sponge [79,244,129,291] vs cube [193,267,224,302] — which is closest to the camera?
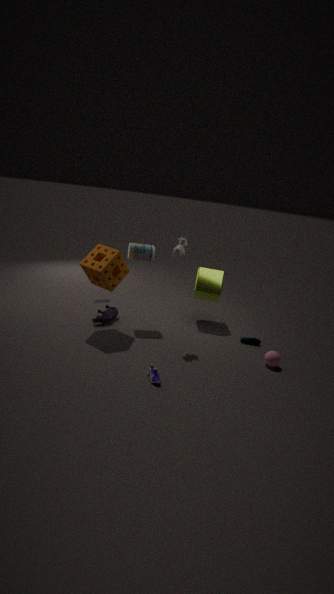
sponge [79,244,129,291]
